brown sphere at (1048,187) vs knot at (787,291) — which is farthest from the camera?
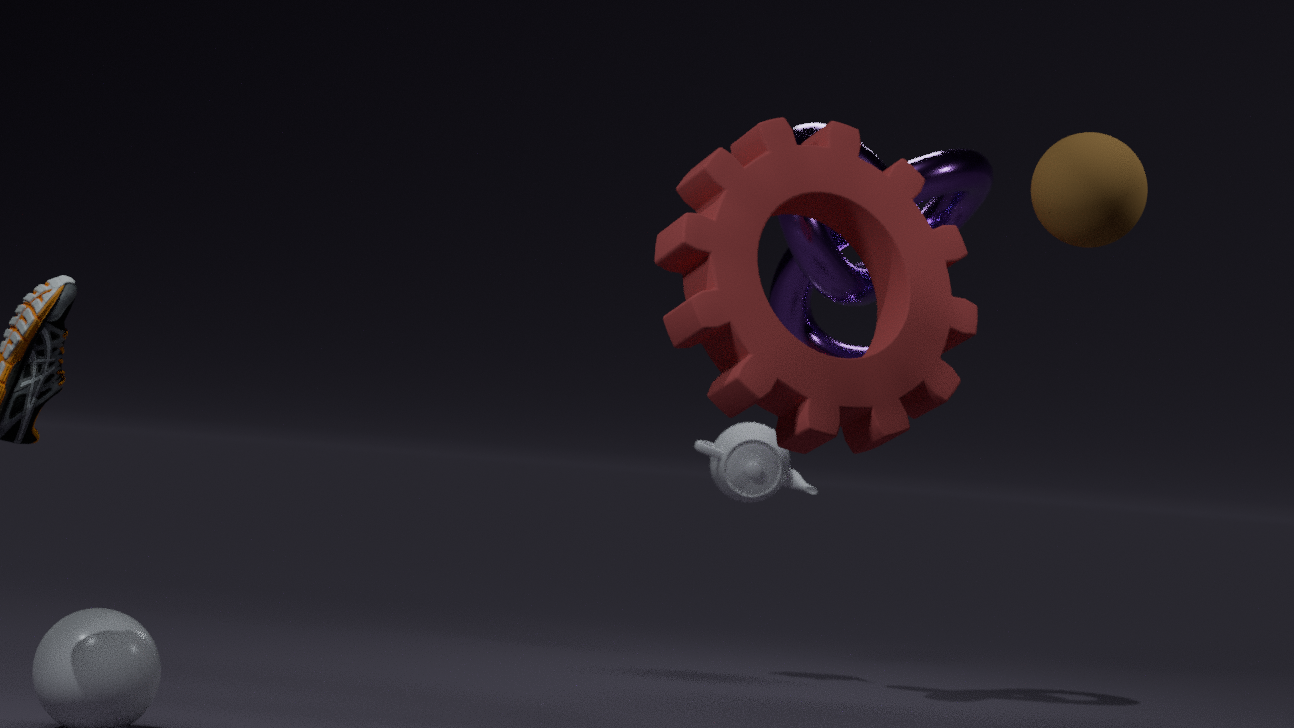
knot at (787,291)
